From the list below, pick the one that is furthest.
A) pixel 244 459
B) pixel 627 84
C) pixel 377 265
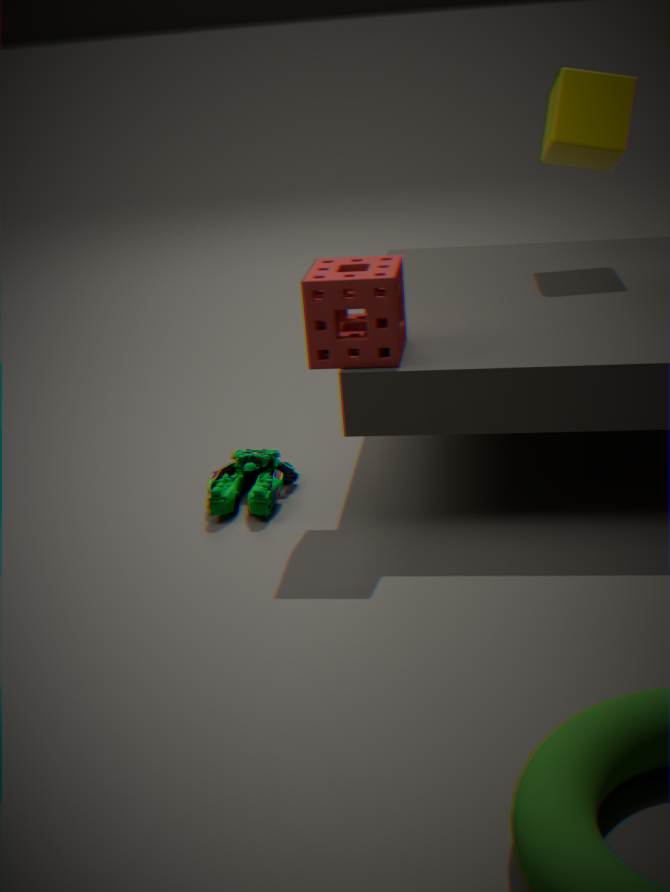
pixel 627 84
